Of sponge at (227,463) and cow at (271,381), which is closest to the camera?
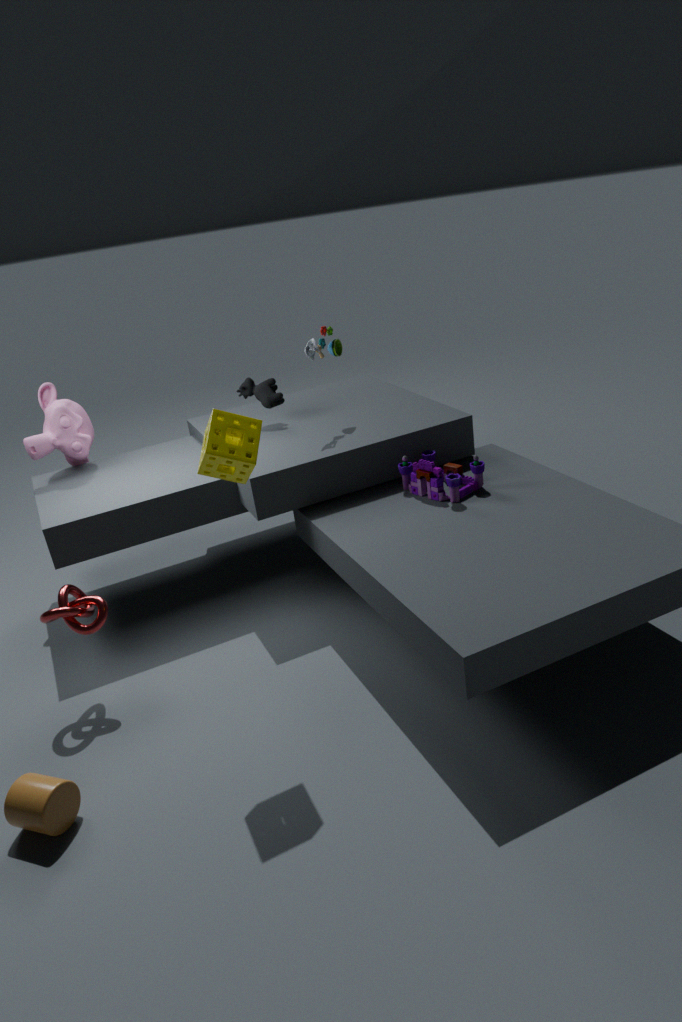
sponge at (227,463)
